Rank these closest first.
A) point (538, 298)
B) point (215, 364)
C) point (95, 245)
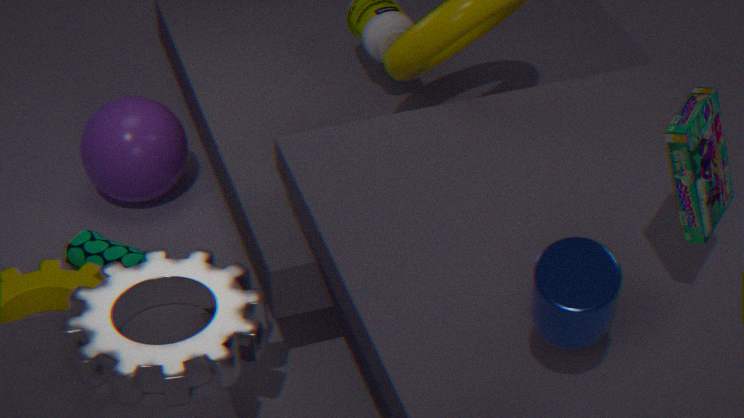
point (538, 298) → point (215, 364) → point (95, 245)
